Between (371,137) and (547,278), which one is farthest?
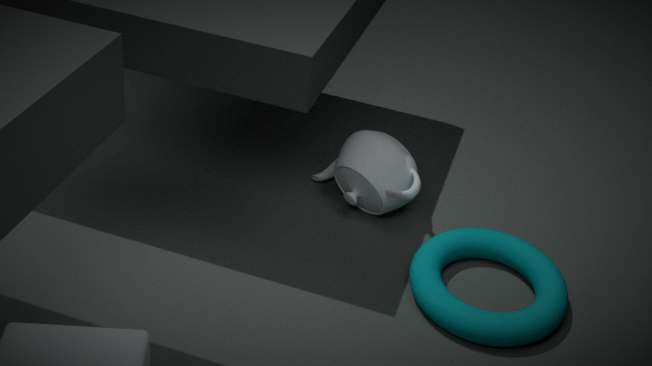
(371,137)
